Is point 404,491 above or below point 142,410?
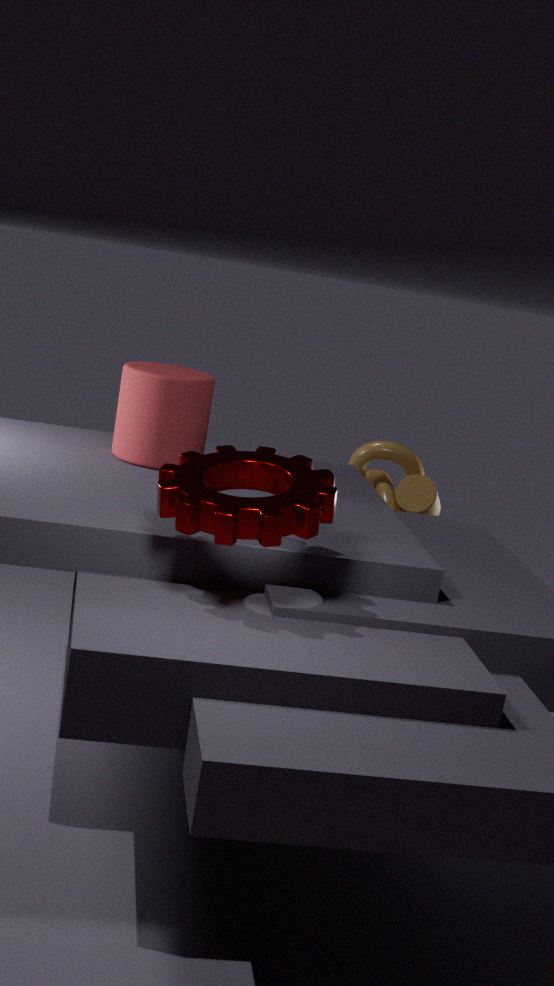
below
